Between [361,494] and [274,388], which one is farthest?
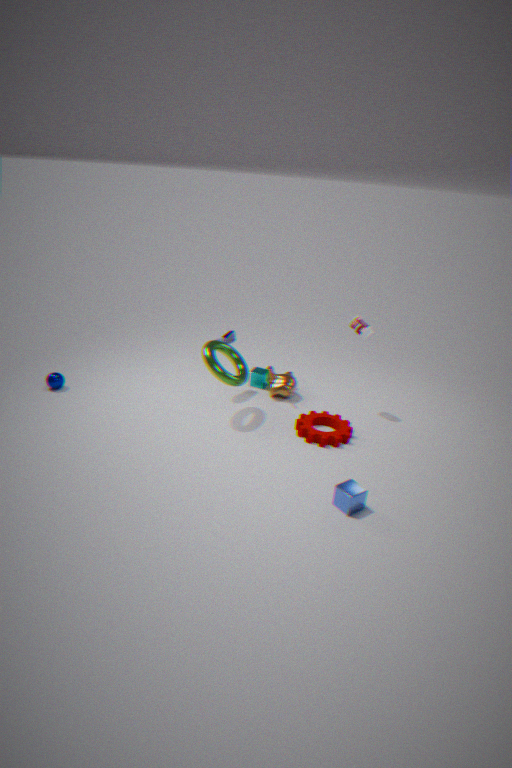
[274,388]
